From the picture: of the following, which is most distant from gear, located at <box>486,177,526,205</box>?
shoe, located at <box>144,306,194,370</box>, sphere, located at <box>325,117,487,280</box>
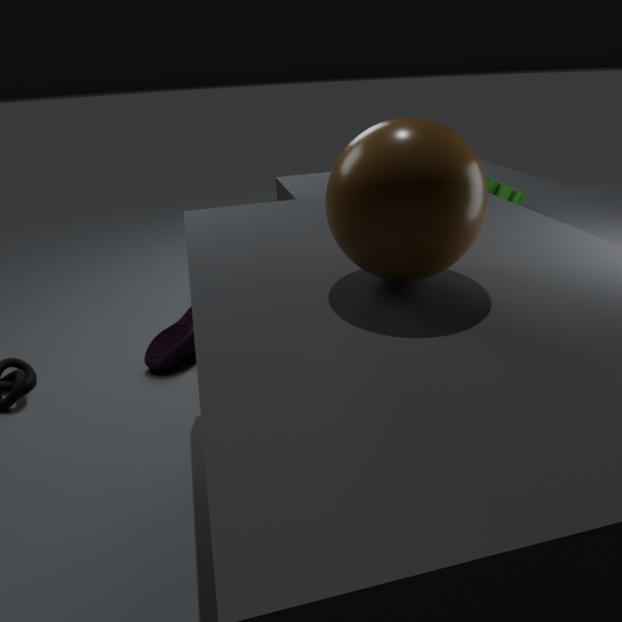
shoe, located at <box>144,306,194,370</box>
